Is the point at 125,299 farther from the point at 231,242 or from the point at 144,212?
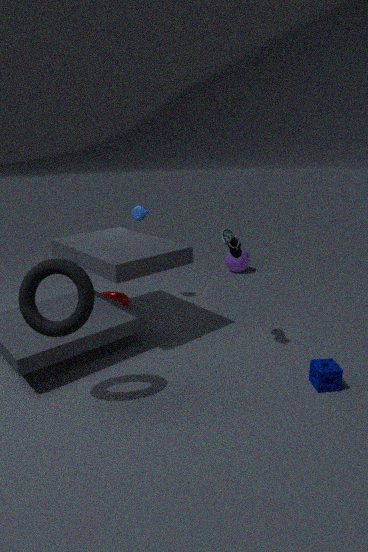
the point at 231,242
